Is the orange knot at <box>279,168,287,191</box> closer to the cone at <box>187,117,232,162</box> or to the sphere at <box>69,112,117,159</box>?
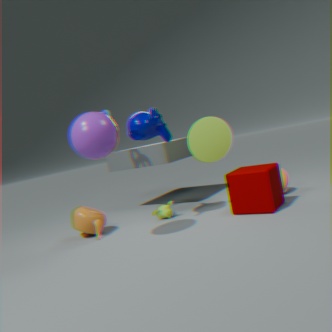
the cone at <box>187,117,232,162</box>
